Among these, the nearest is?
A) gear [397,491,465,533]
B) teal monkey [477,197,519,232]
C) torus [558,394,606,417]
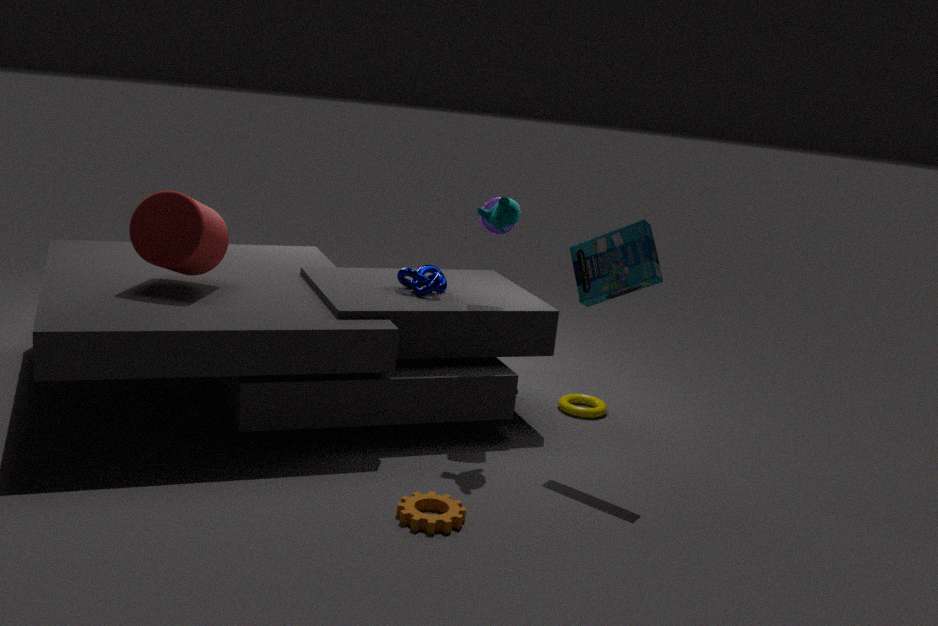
gear [397,491,465,533]
